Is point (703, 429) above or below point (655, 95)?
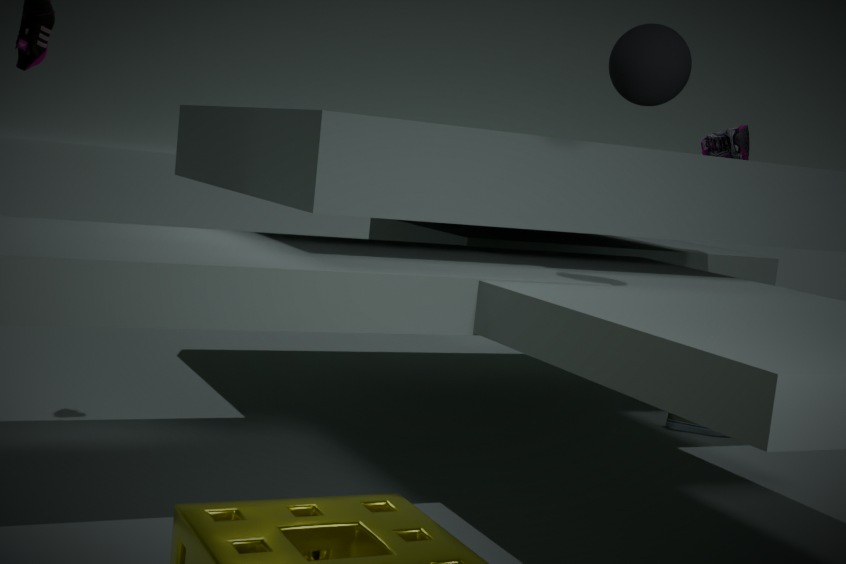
below
